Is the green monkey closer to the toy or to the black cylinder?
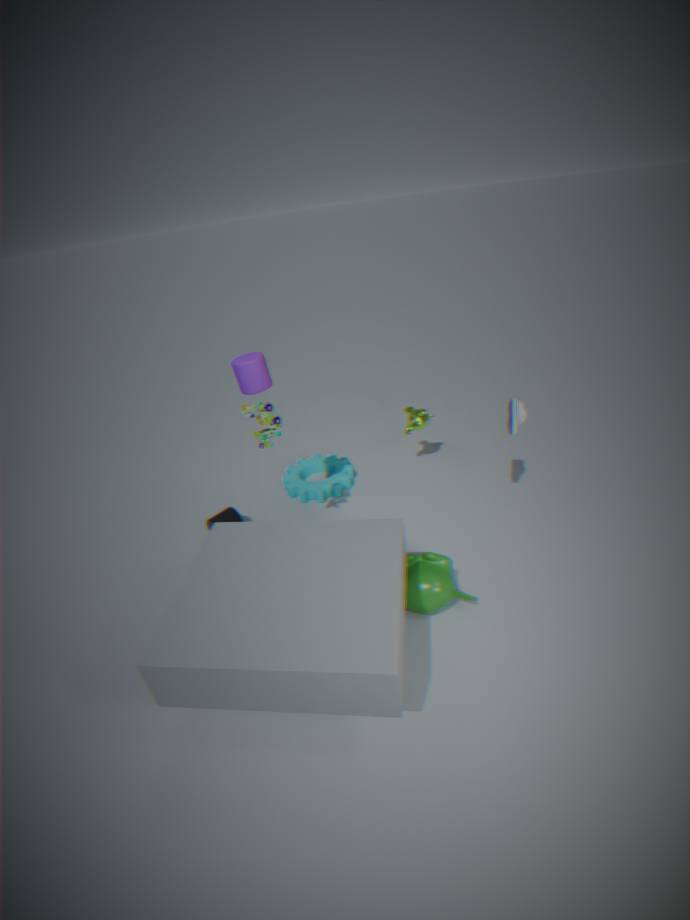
the toy
